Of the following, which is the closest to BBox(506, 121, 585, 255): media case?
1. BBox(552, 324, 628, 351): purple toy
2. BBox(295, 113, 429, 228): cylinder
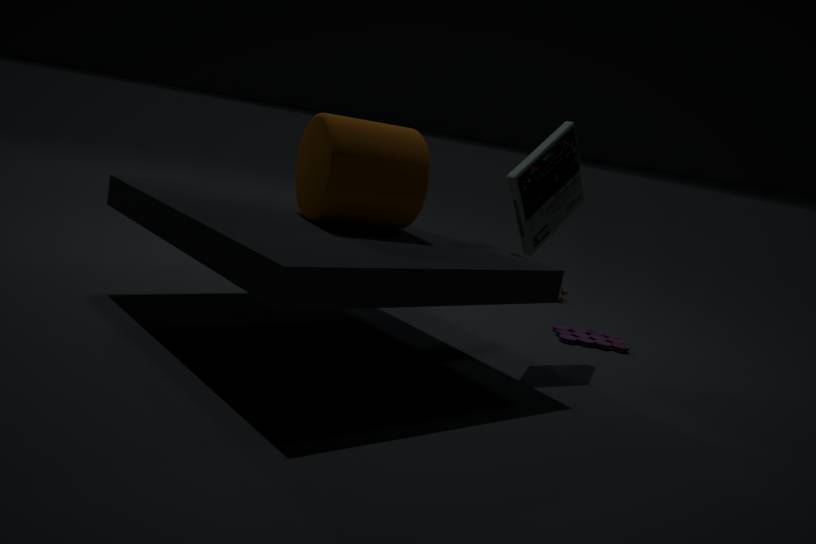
BBox(295, 113, 429, 228): cylinder
